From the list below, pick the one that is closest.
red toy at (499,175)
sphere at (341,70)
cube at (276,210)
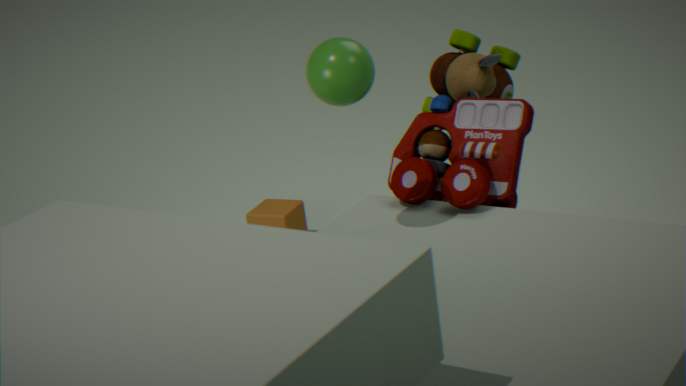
sphere at (341,70)
